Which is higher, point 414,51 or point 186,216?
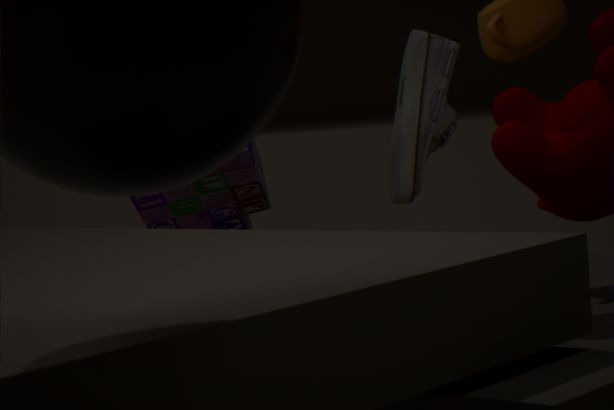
point 414,51
